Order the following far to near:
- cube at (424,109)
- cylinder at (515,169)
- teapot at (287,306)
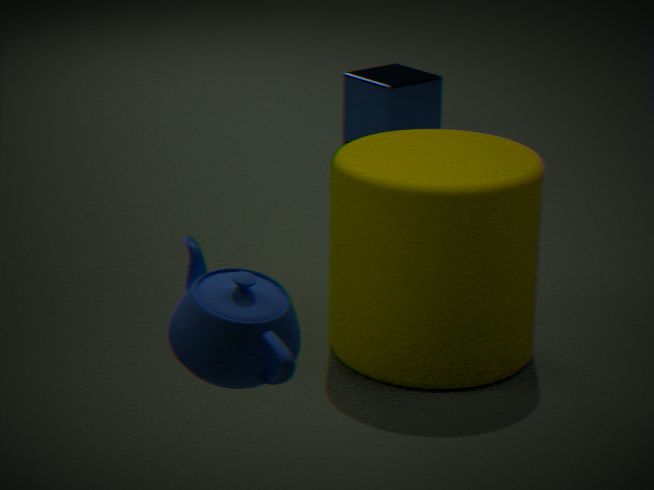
cube at (424,109) → cylinder at (515,169) → teapot at (287,306)
